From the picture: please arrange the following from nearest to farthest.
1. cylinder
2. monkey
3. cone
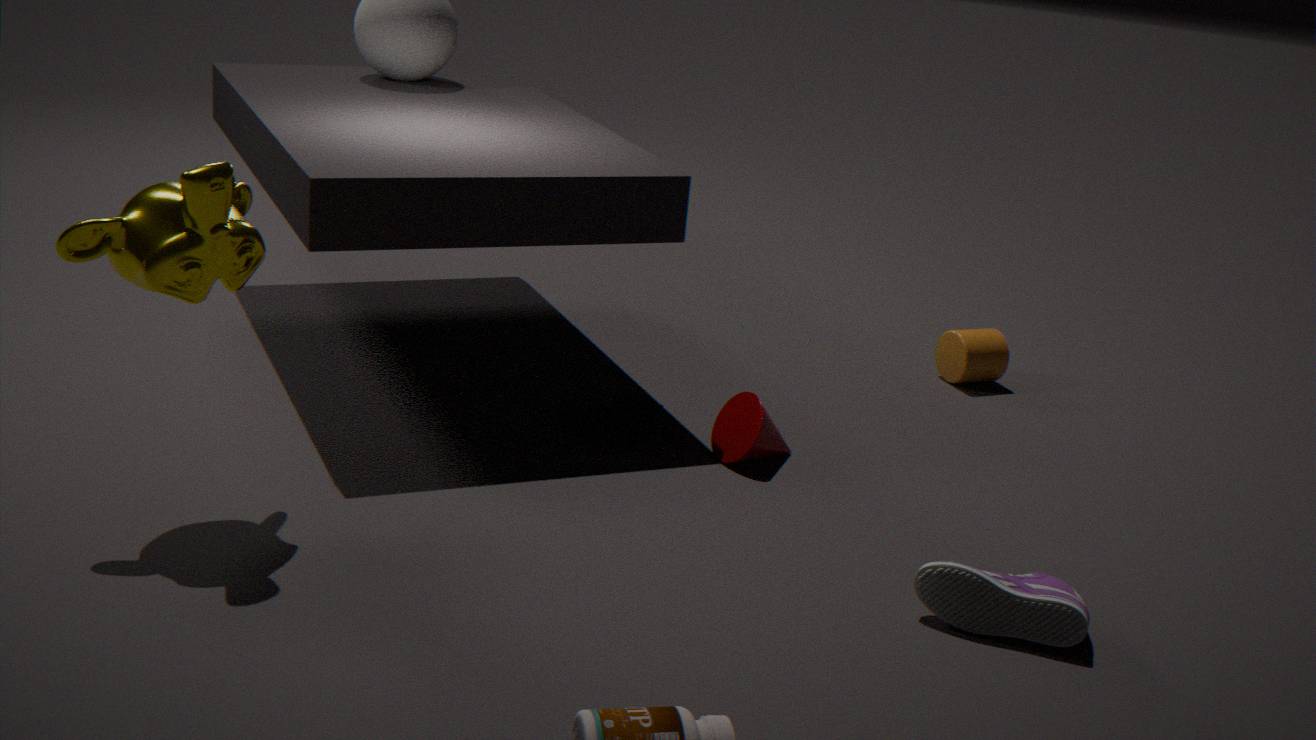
monkey, cone, cylinder
